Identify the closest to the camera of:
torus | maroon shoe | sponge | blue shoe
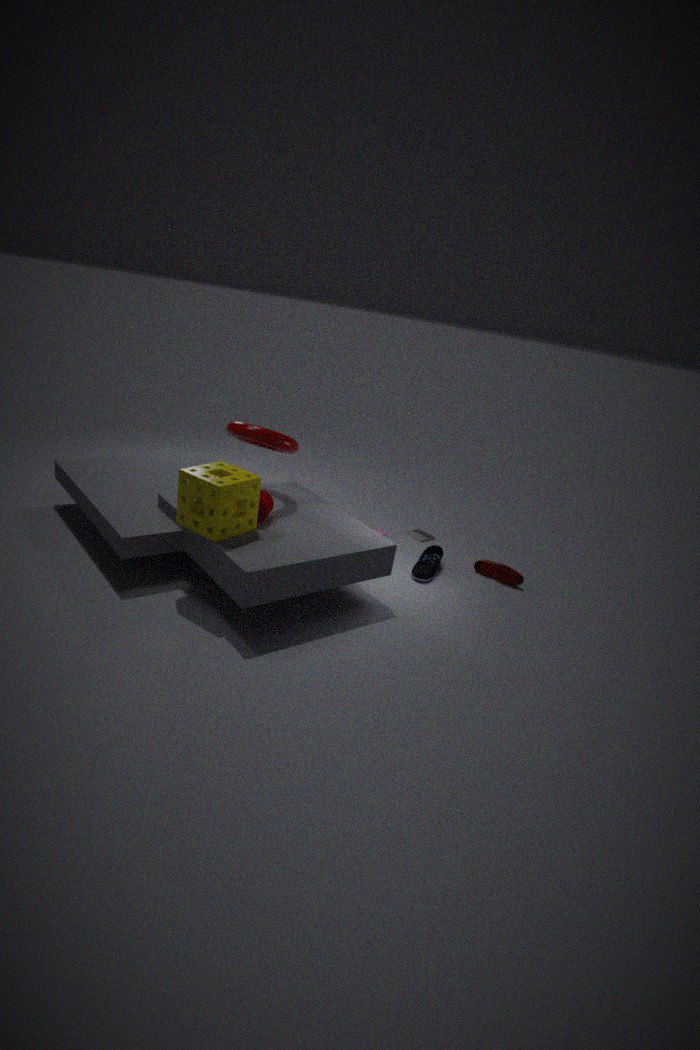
sponge
